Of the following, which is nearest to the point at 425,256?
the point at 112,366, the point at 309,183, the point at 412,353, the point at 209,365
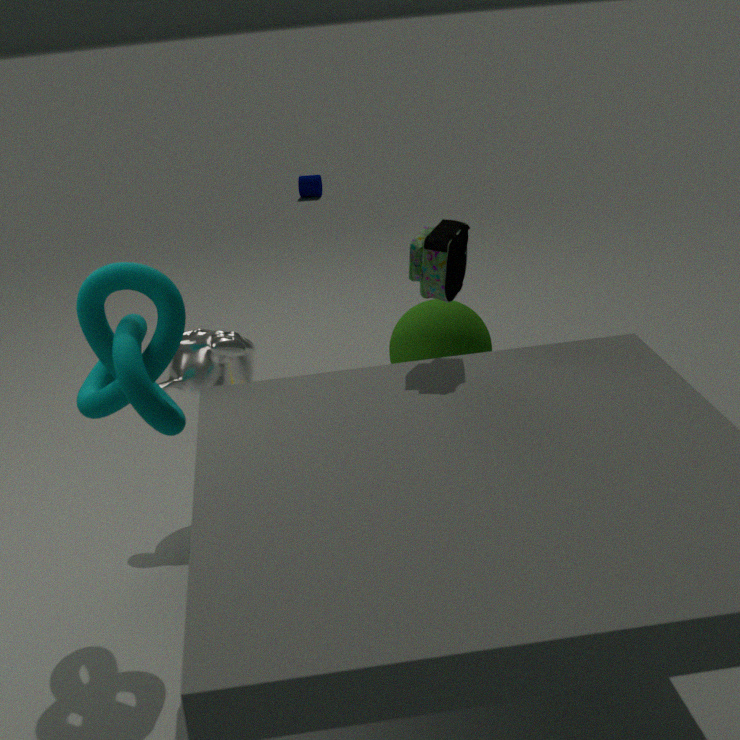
the point at 412,353
